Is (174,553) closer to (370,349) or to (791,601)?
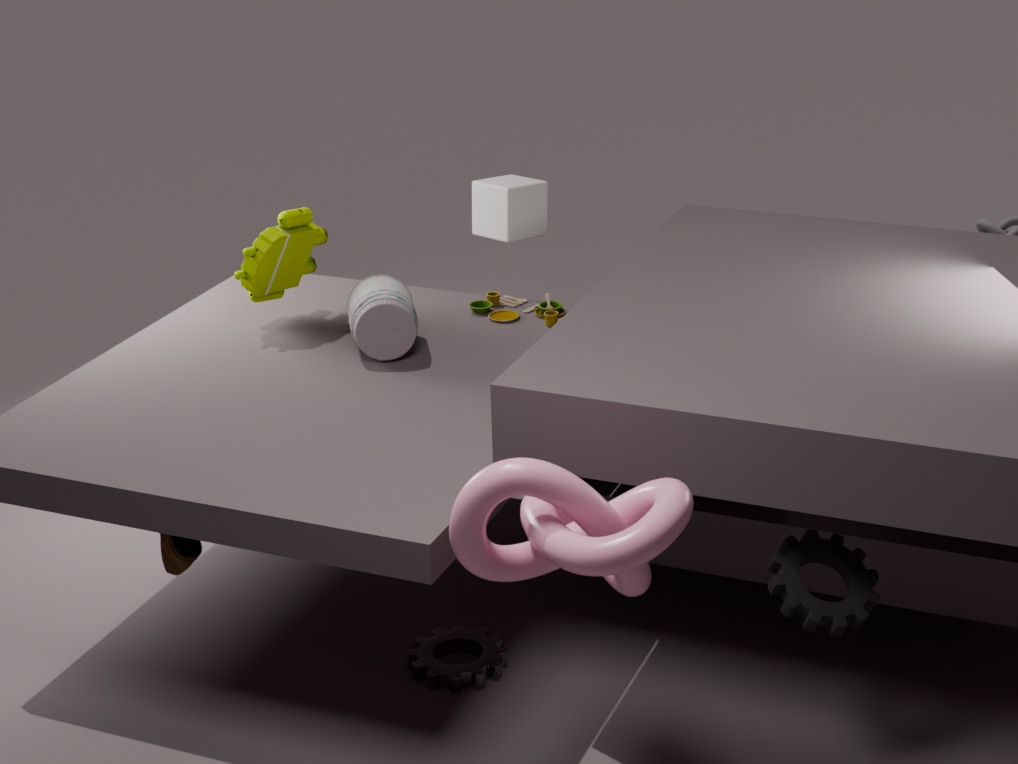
(370,349)
